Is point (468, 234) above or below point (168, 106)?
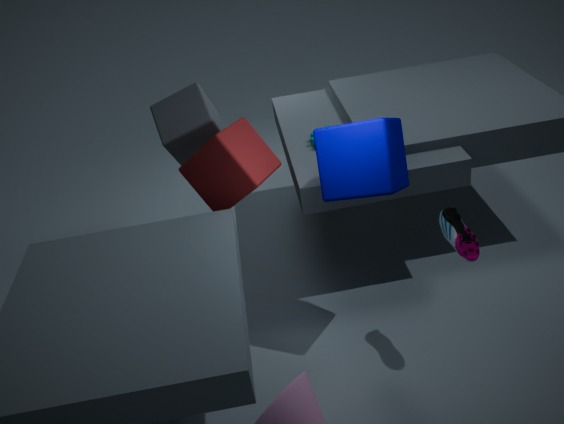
below
